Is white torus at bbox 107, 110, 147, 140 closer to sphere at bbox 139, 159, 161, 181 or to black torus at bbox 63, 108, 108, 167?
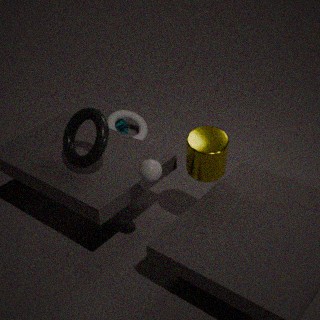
black torus at bbox 63, 108, 108, 167
